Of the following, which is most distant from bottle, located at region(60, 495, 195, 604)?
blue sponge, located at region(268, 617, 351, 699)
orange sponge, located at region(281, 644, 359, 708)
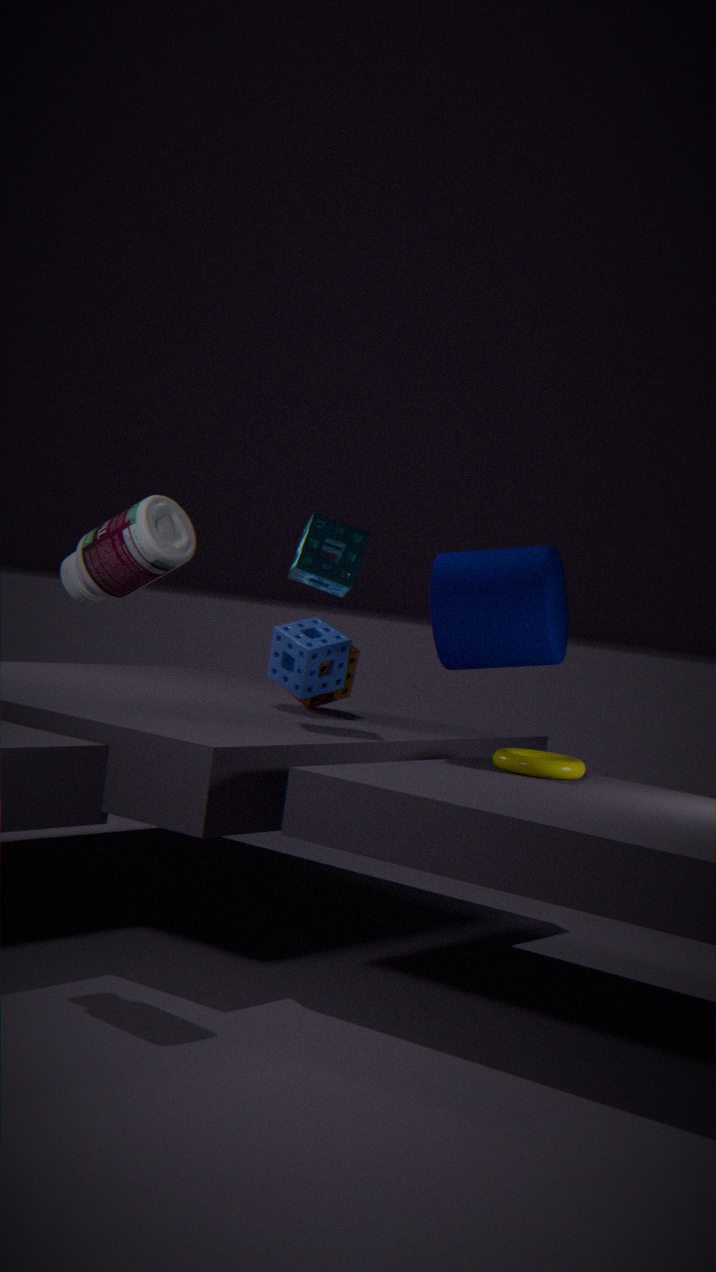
orange sponge, located at region(281, 644, 359, 708)
